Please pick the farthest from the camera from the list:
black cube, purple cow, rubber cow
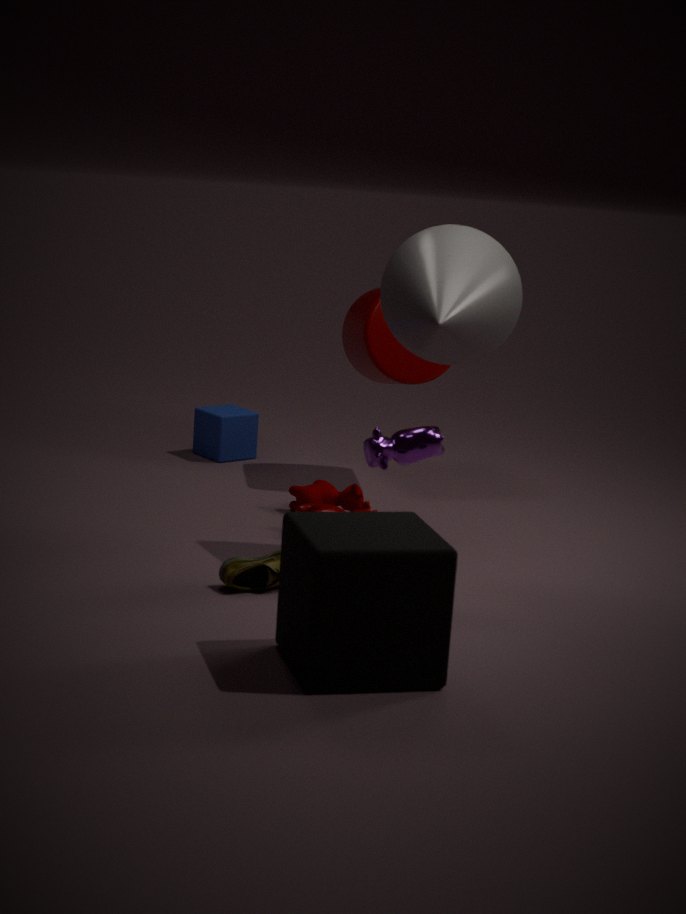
rubber cow
